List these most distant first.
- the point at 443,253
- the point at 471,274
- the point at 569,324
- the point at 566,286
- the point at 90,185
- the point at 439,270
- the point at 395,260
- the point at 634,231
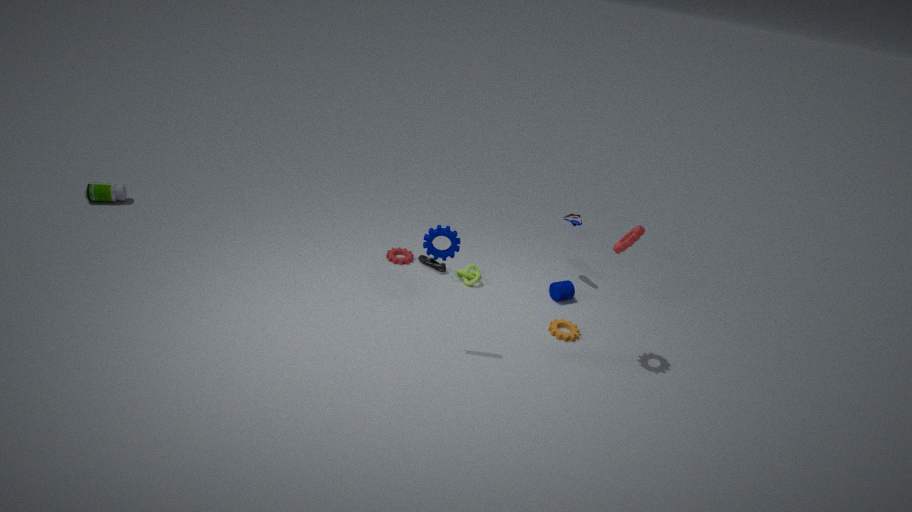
1. the point at 90,185
2. the point at 395,260
3. the point at 439,270
4. the point at 471,274
5. the point at 566,286
6. the point at 569,324
7. the point at 634,231
8. the point at 443,253
